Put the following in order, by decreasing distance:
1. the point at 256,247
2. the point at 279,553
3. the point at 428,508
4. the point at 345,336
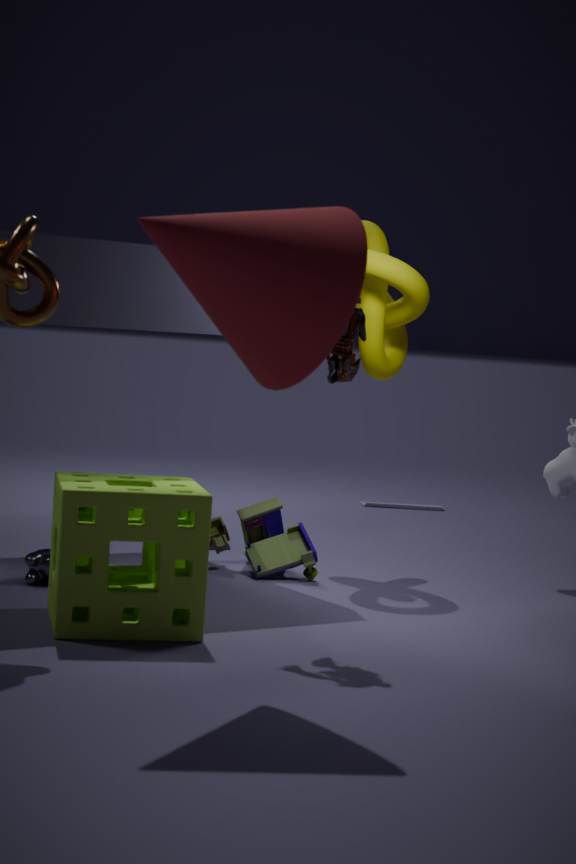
the point at 428,508
the point at 279,553
the point at 345,336
the point at 256,247
